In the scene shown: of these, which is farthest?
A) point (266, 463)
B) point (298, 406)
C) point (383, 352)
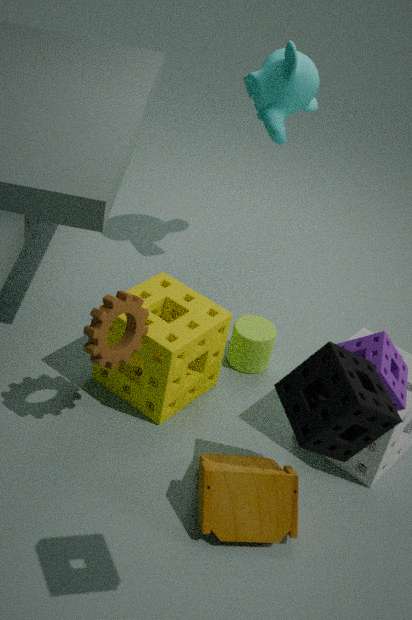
point (266, 463)
